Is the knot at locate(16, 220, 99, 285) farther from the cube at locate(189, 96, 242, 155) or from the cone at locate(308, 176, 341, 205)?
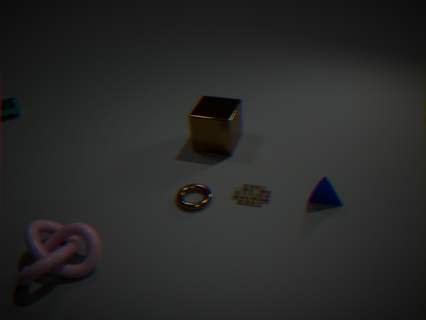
the cone at locate(308, 176, 341, 205)
